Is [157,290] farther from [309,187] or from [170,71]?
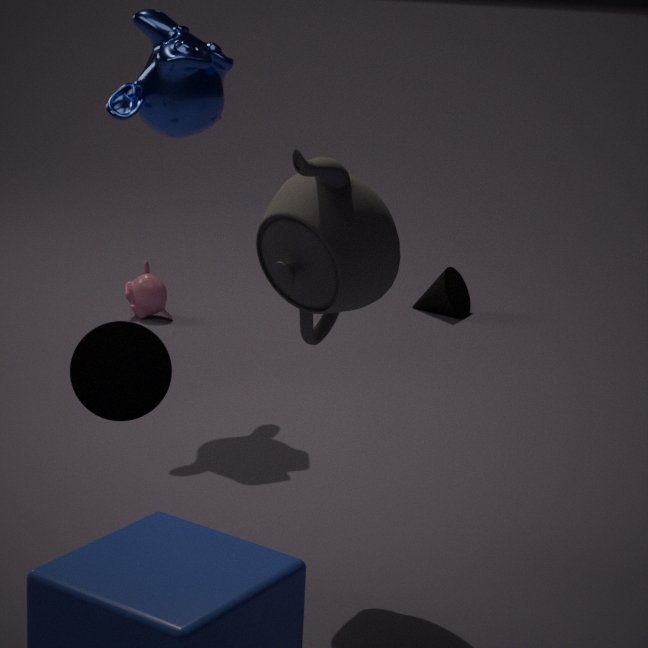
[309,187]
